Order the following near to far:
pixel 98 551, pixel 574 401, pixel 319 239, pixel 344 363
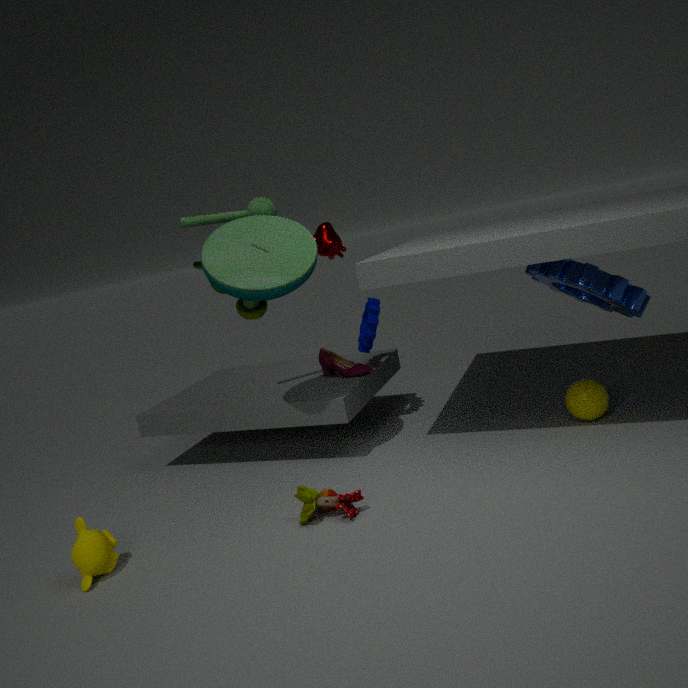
1. pixel 98 551
2. pixel 574 401
3. pixel 344 363
4. pixel 319 239
